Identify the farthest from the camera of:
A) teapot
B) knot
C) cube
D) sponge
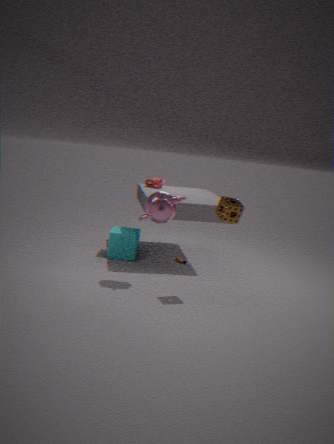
knot
